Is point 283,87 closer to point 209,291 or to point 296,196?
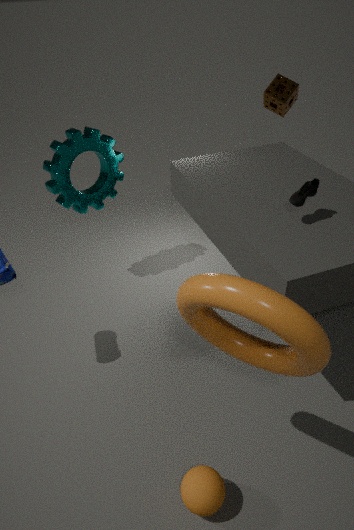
point 296,196
